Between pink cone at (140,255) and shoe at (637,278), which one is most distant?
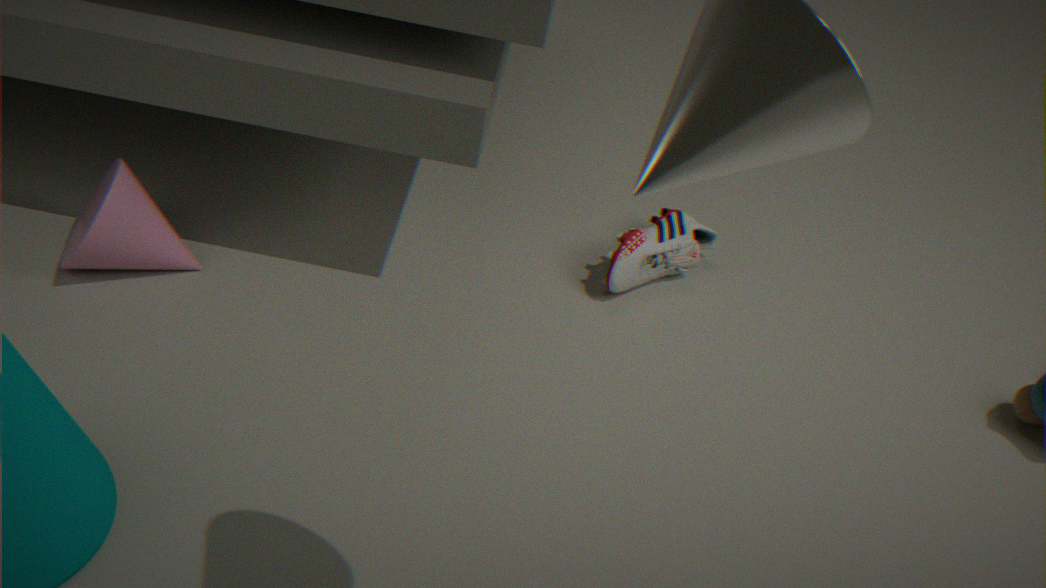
shoe at (637,278)
